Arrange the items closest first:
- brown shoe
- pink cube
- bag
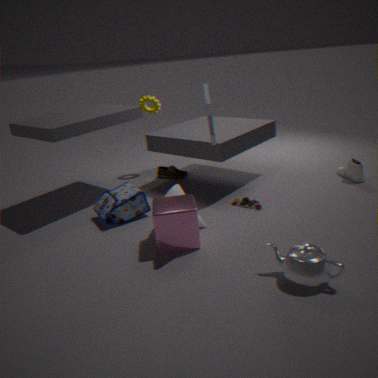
1. pink cube
2. bag
3. brown shoe
